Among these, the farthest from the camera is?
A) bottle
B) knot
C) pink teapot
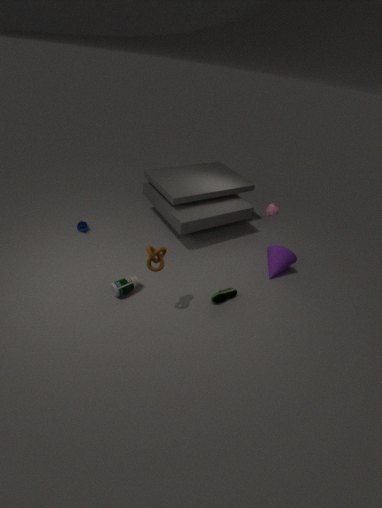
pink teapot
